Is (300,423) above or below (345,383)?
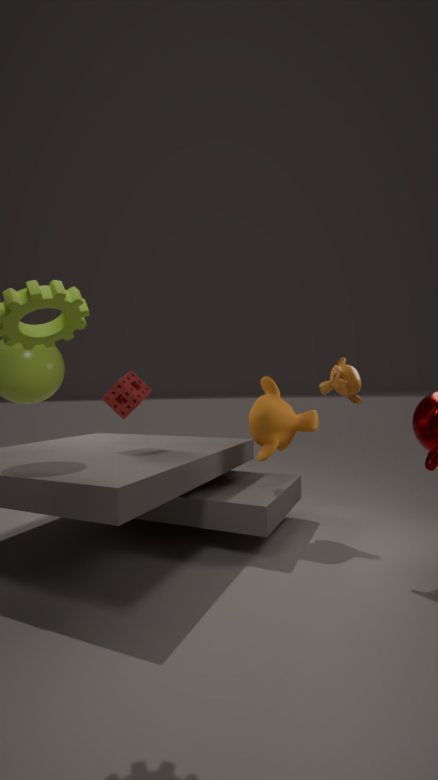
below
